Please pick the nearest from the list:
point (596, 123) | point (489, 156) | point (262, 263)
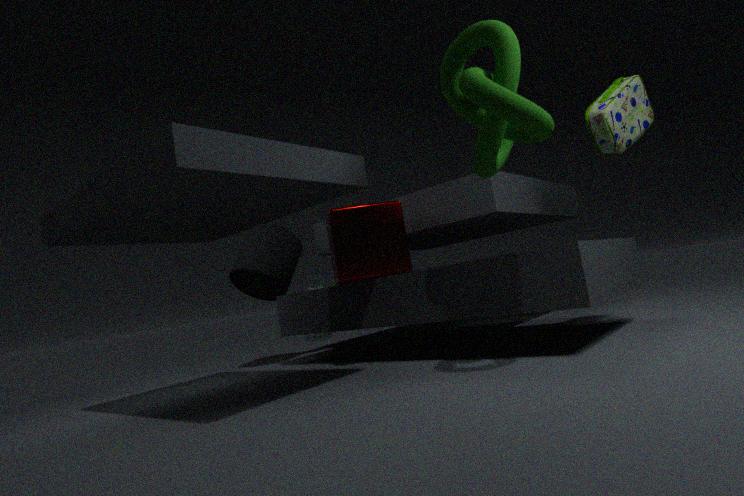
point (489, 156)
